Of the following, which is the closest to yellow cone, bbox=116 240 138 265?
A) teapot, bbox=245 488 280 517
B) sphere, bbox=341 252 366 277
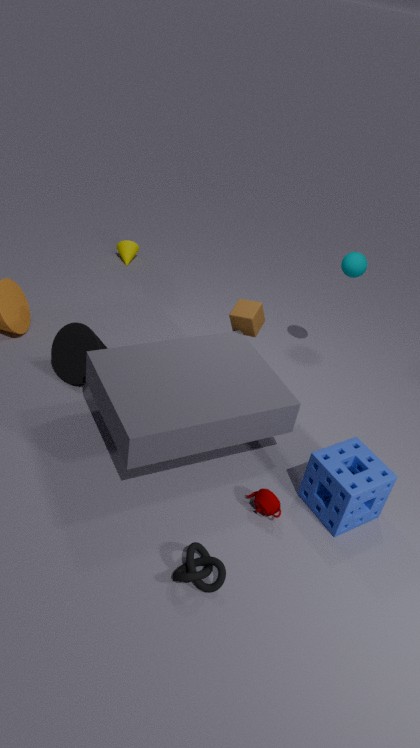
sphere, bbox=341 252 366 277
